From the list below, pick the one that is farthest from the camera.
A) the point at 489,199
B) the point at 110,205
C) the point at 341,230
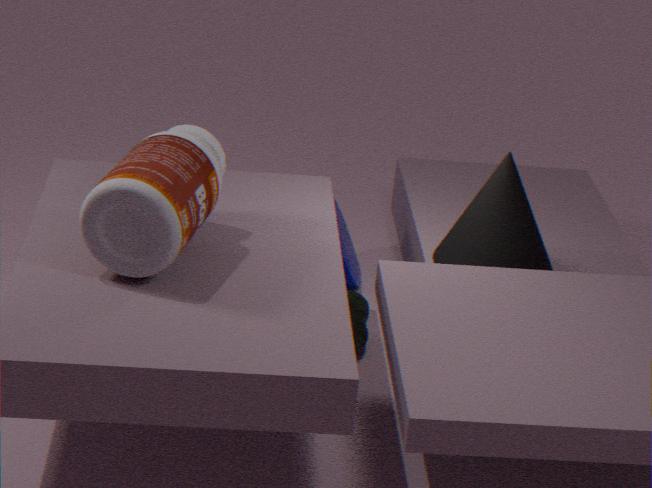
the point at 341,230
